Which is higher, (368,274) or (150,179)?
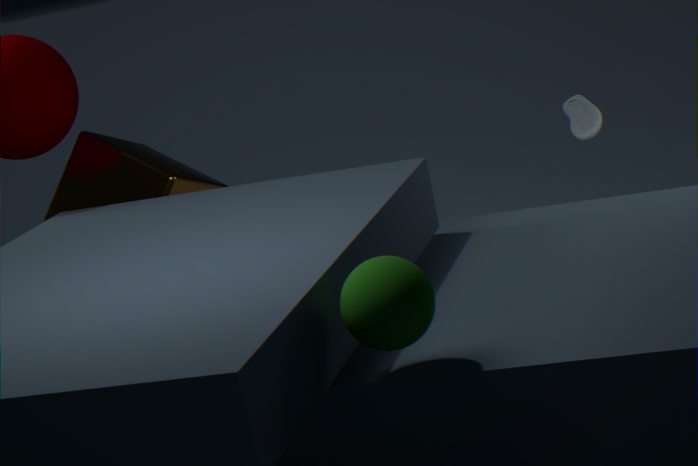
(368,274)
